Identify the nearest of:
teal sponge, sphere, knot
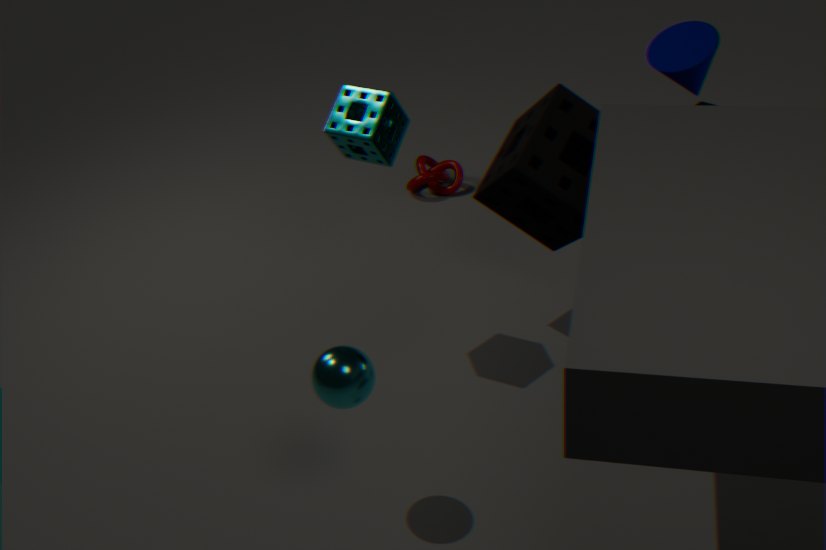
sphere
